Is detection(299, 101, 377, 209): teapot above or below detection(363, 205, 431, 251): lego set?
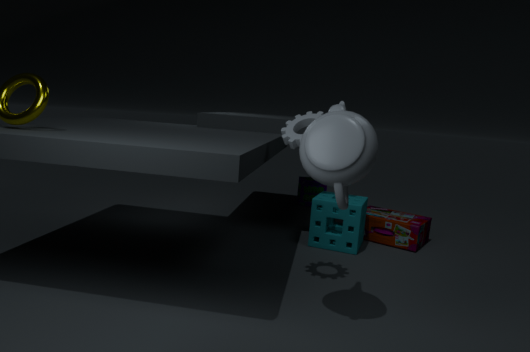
above
